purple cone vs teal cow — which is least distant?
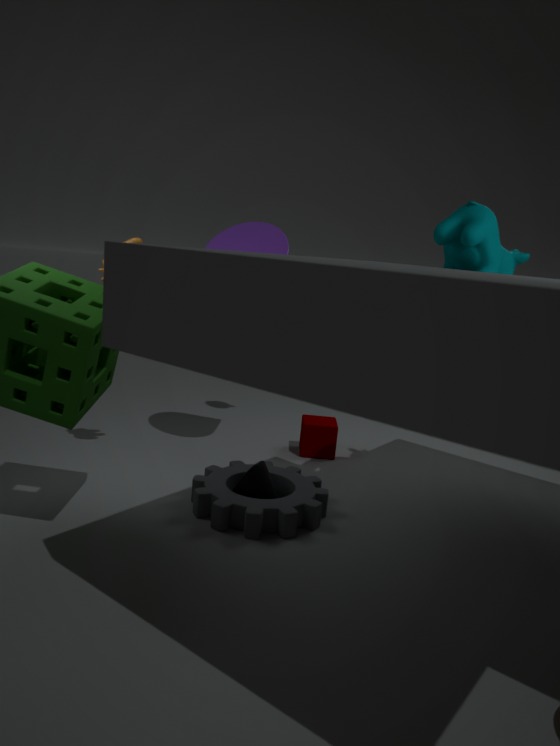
teal cow
